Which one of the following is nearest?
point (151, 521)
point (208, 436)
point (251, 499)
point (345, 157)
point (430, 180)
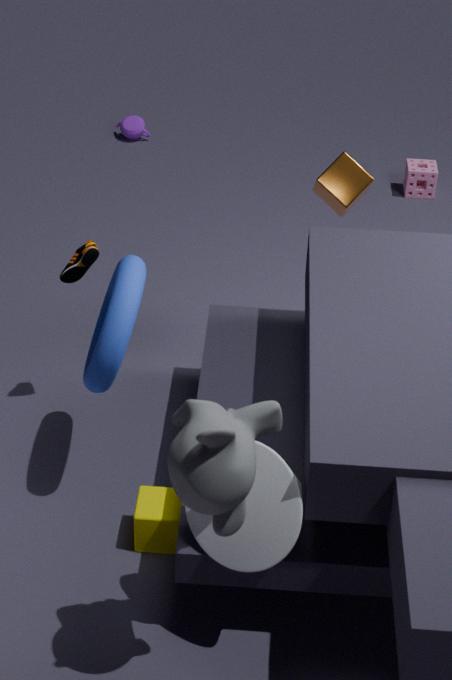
point (208, 436)
